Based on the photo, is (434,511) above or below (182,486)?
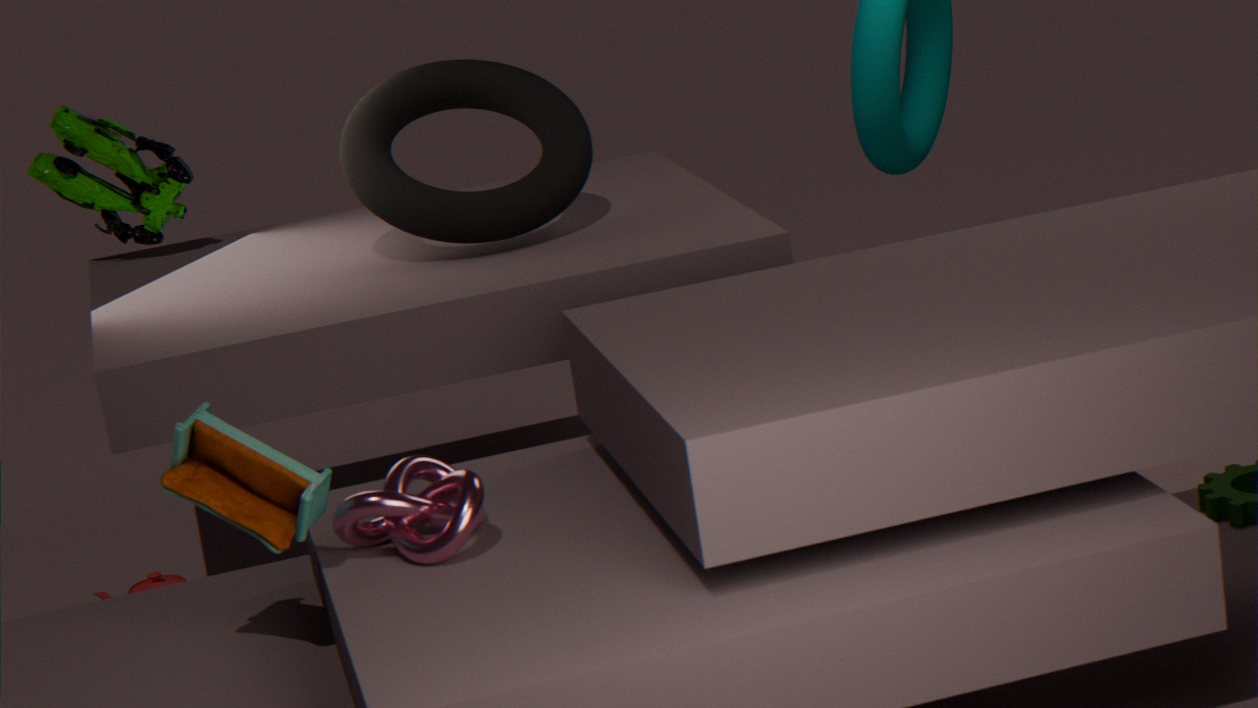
below
